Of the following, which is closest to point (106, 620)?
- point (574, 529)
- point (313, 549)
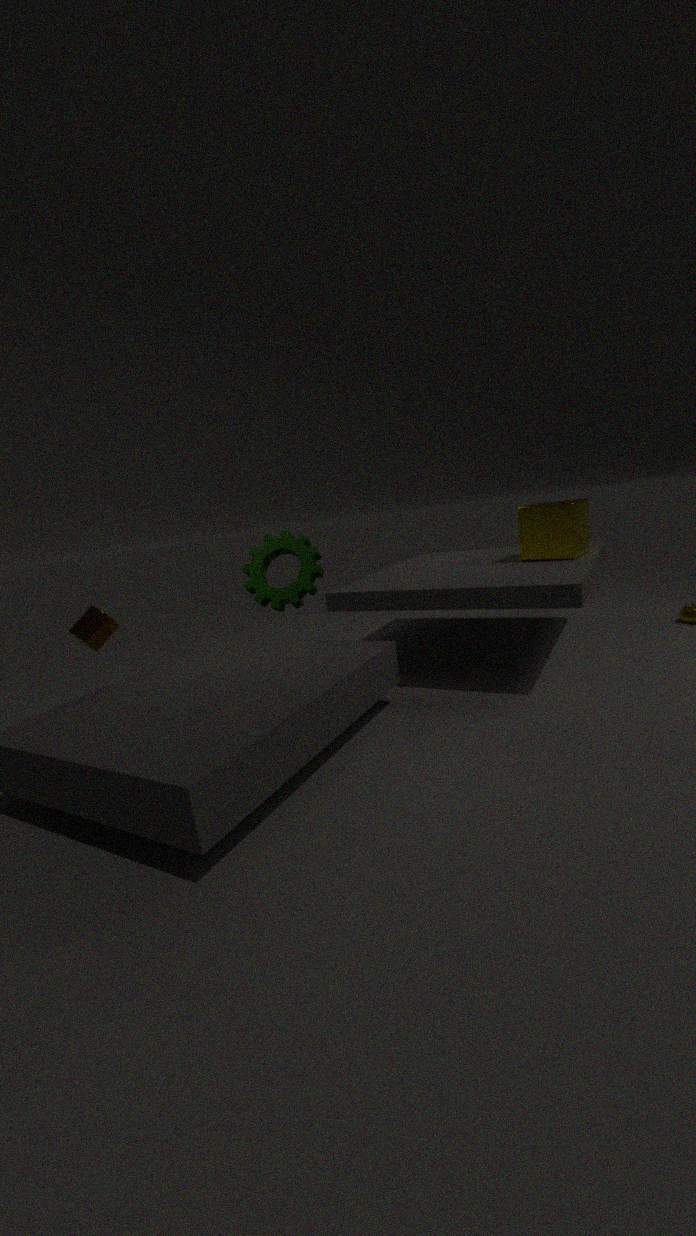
point (313, 549)
